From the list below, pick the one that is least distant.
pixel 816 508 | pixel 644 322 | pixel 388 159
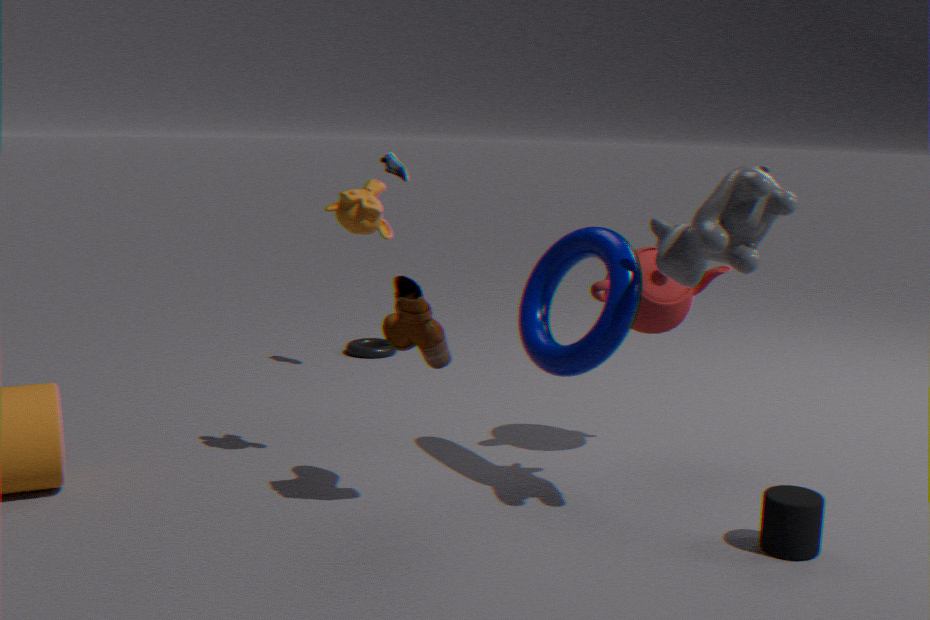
pixel 816 508
